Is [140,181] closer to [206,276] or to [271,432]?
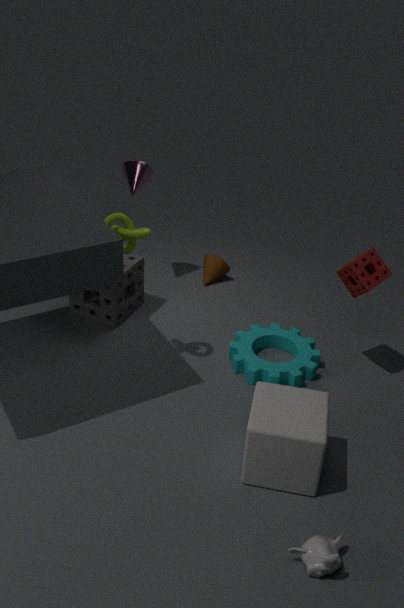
[206,276]
